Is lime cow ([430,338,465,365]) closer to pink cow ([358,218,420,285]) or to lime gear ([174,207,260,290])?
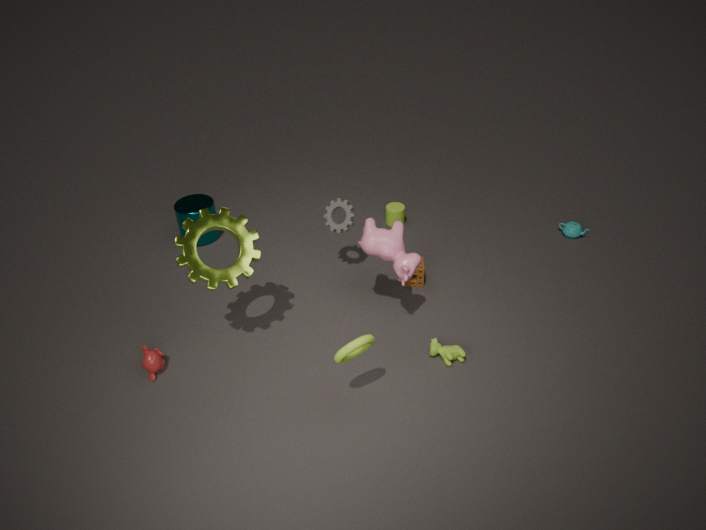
pink cow ([358,218,420,285])
